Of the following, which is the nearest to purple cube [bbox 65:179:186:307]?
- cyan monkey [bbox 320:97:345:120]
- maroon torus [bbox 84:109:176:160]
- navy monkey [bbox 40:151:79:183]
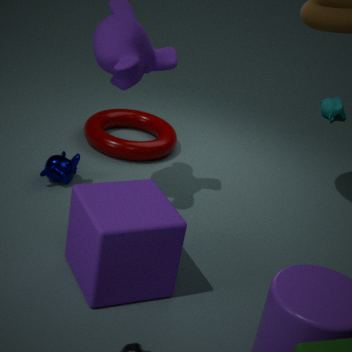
navy monkey [bbox 40:151:79:183]
